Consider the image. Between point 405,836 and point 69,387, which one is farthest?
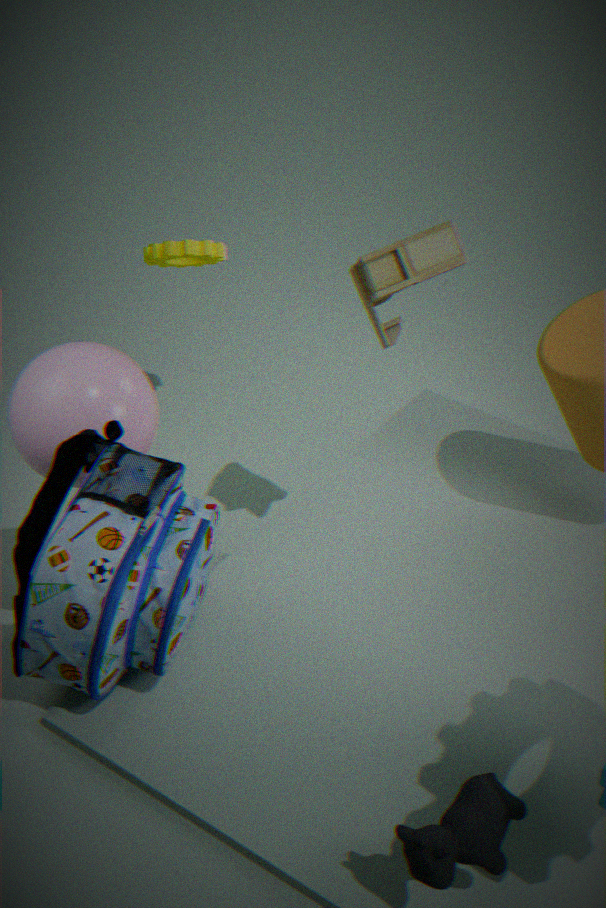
point 69,387
